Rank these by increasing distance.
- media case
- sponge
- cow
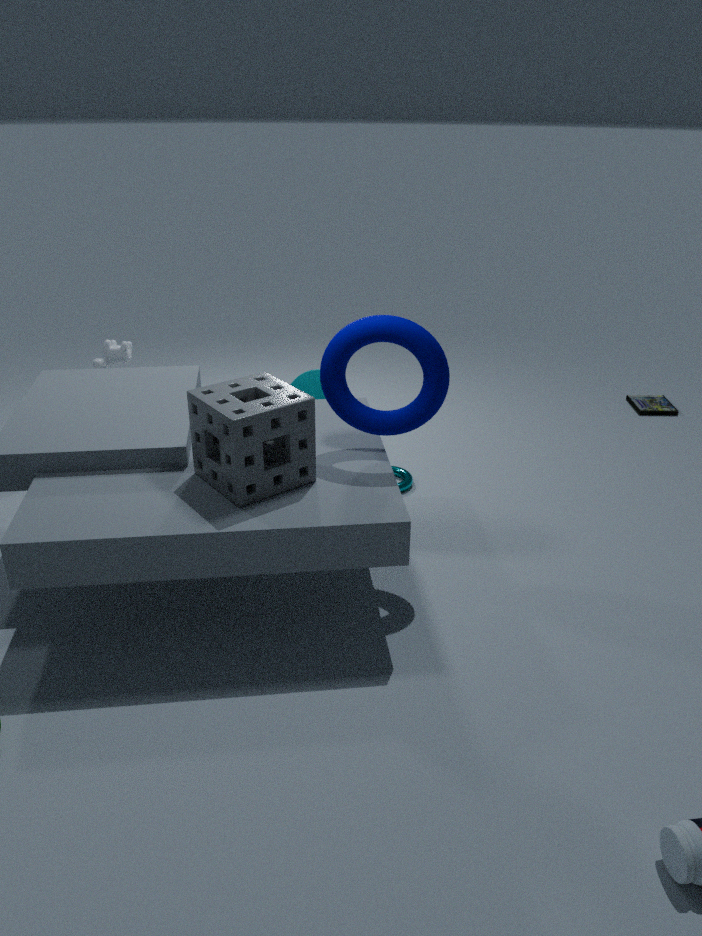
sponge, cow, media case
